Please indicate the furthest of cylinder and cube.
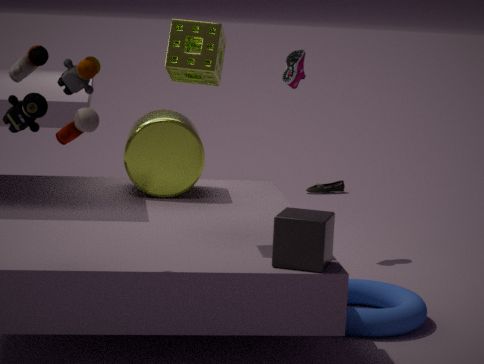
cylinder
